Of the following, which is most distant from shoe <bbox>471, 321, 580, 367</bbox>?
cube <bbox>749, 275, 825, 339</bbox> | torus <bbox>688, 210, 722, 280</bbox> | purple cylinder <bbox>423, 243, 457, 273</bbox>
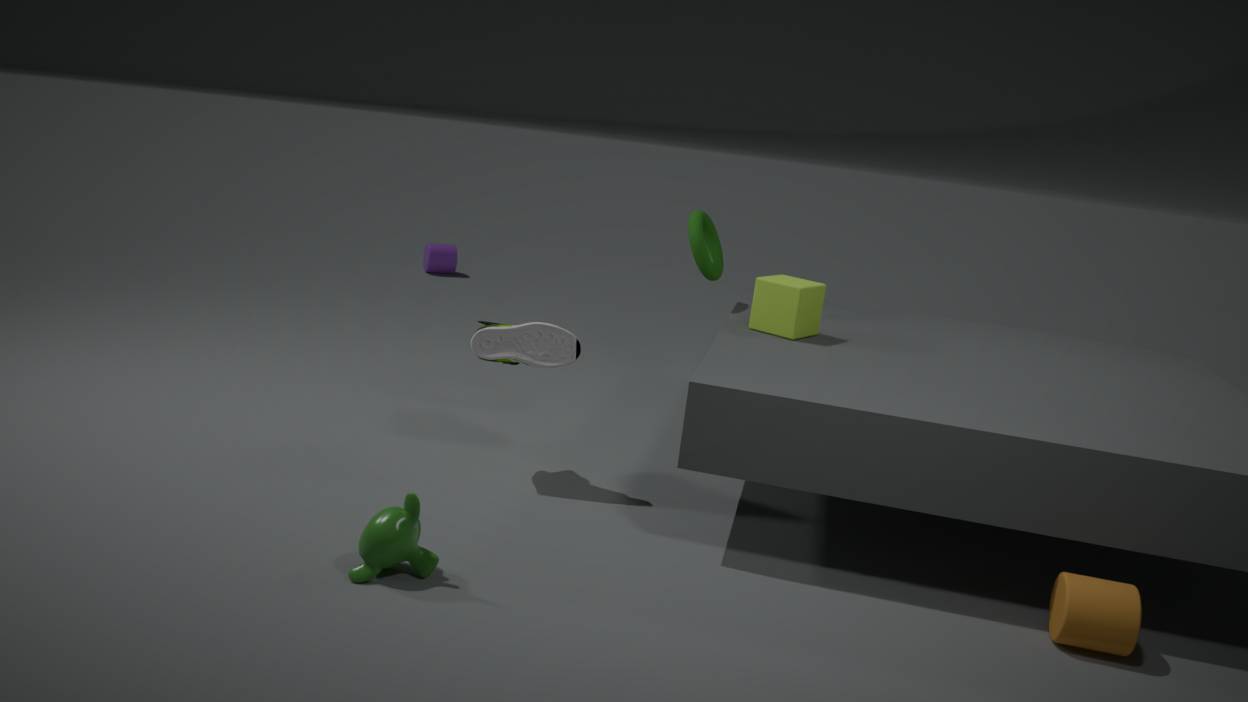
A: purple cylinder <bbox>423, 243, 457, 273</bbox>
